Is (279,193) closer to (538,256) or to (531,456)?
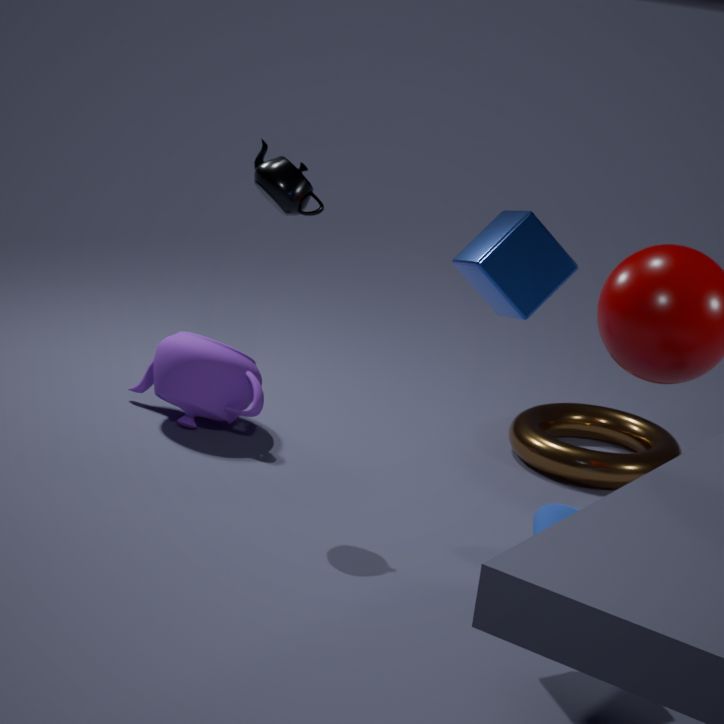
(538,256)
